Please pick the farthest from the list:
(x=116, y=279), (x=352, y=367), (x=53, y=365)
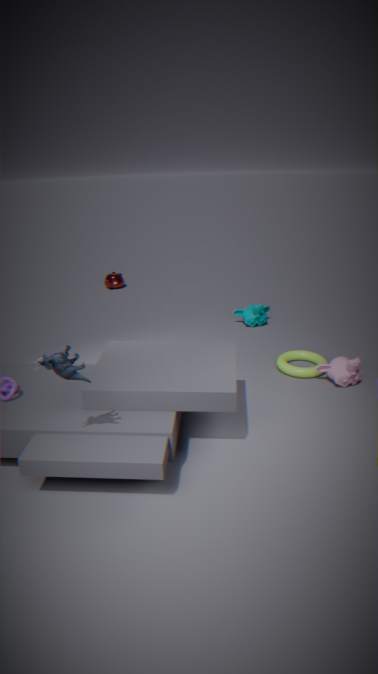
(x=116, y=279)
